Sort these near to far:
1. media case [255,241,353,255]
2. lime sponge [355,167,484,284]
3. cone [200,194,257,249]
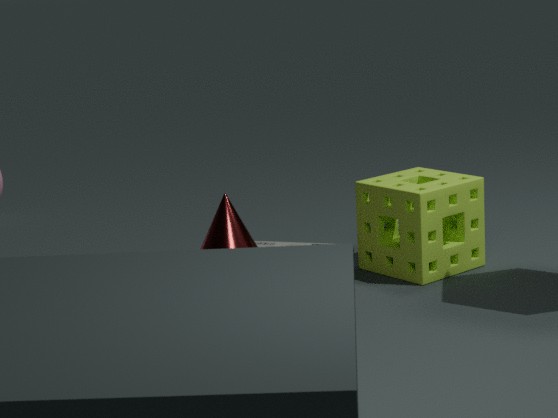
cone [200,194,257,249]
lime sponge [355,167,484,284]
media case [255,241,353,255]
